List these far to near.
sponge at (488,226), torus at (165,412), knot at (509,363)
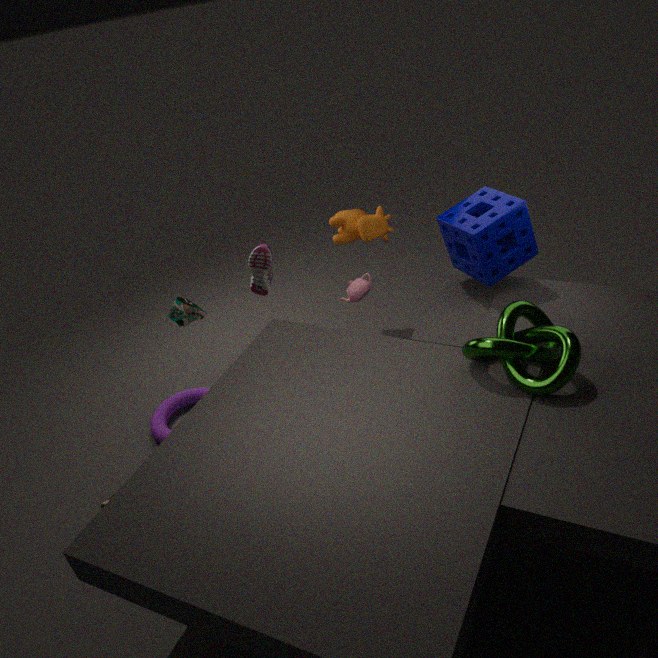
torus at (165,412) → sponge at (488,226) → knot at (509,363)
